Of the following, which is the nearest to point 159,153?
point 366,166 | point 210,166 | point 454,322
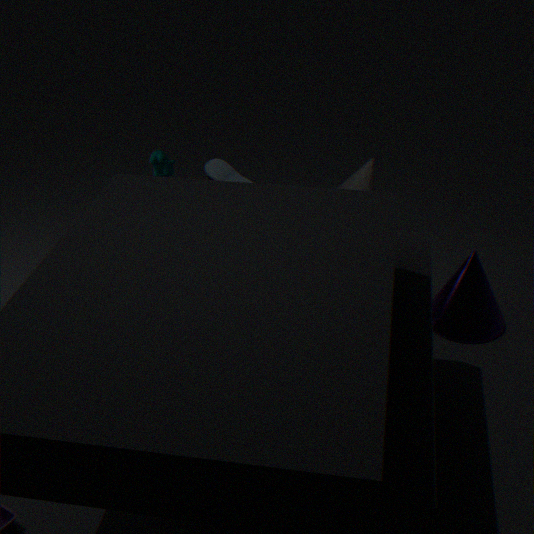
point 210,166
